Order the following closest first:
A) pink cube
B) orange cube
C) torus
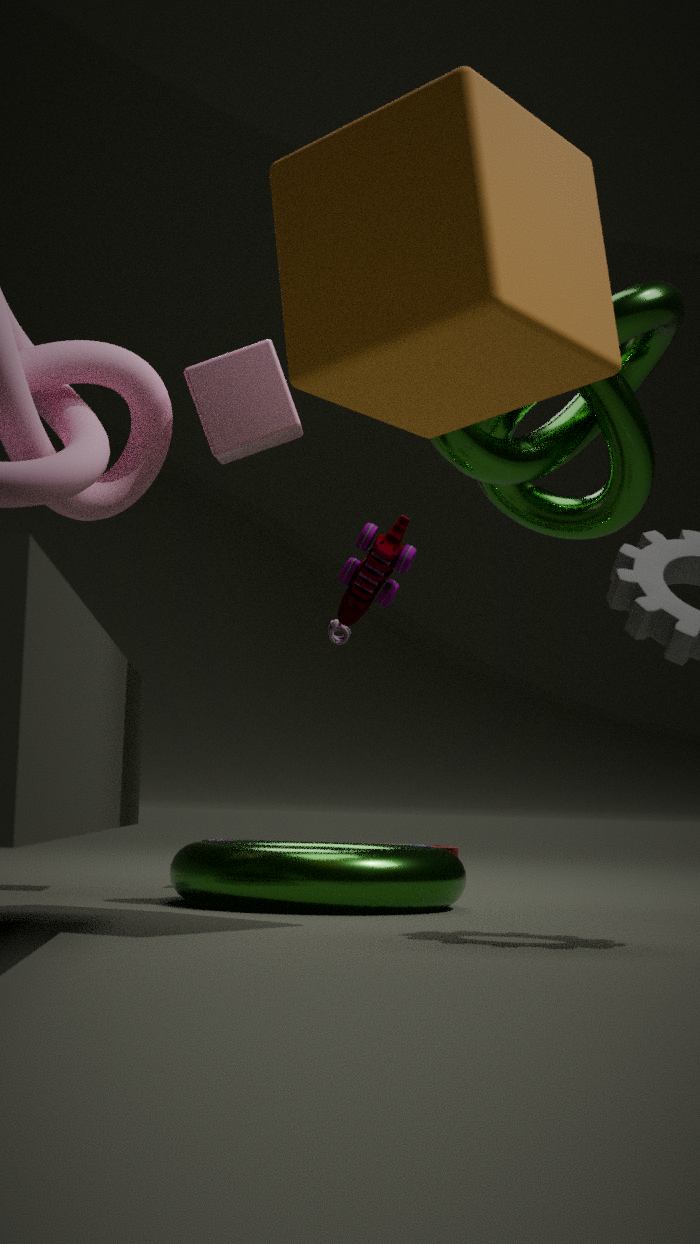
1. B. orange cube
2. C. torus
3. A. pink cube
